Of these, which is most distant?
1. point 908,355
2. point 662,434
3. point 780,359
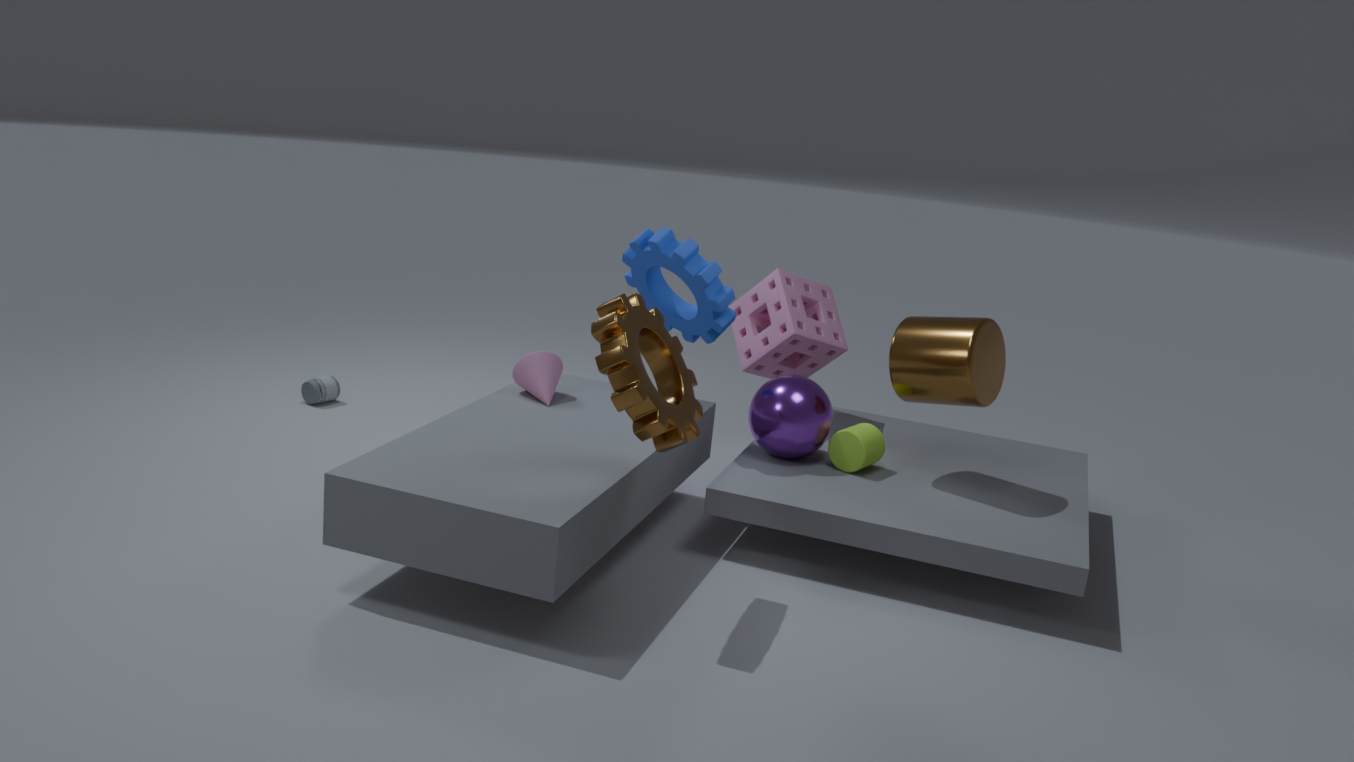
point 780,359
